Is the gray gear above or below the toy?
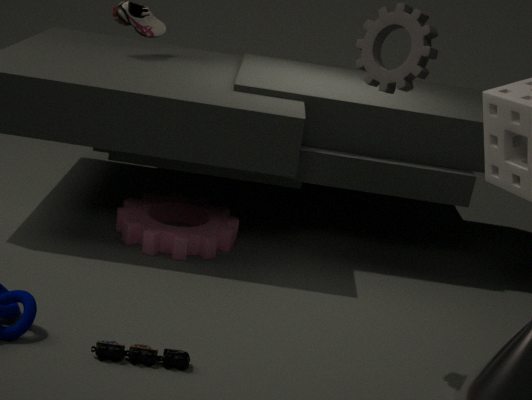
above
